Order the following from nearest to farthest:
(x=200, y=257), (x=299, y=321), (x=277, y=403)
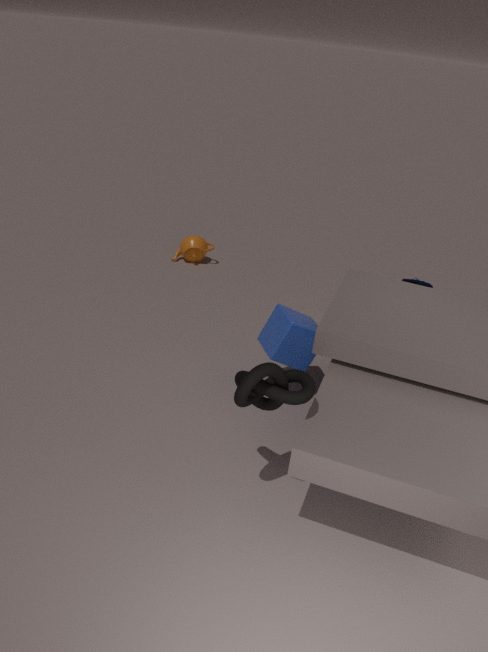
(x=277, y=403) < (x=299, y=321) < (x=200, y=257)
